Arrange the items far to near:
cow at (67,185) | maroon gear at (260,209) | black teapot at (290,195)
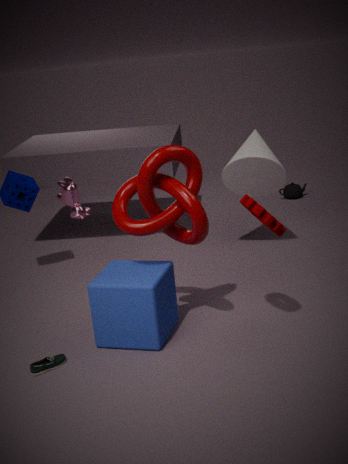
black teapot at (290,195), cow at (67,185), maroon gear at (260,209)
